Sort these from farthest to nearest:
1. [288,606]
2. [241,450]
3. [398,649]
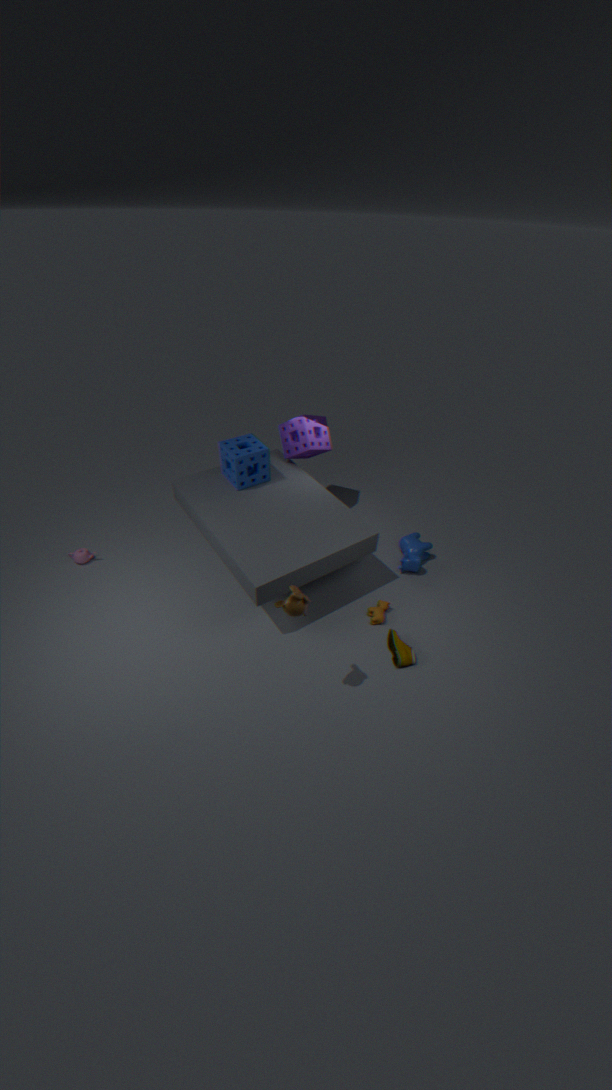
[241,450] < [398,649] < [288,606]
